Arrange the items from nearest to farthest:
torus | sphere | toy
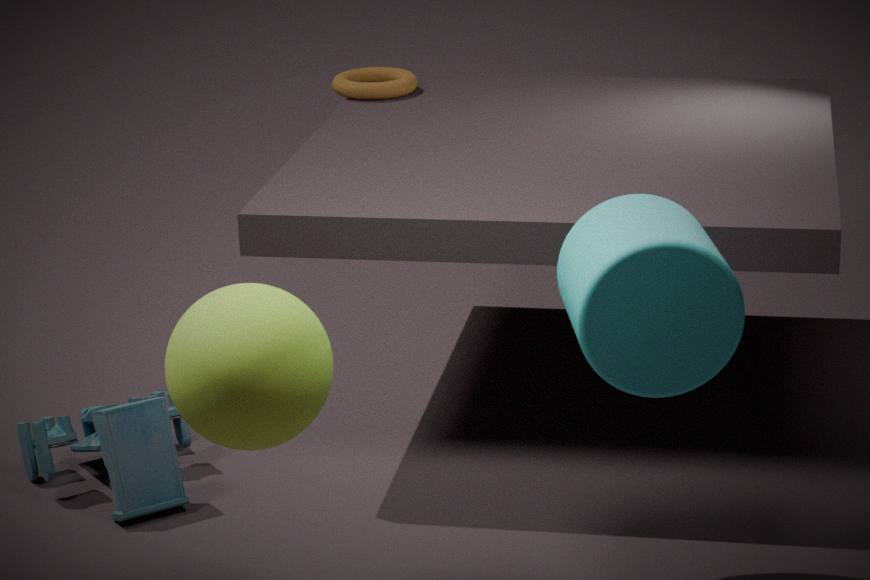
sphere → toy → torus
